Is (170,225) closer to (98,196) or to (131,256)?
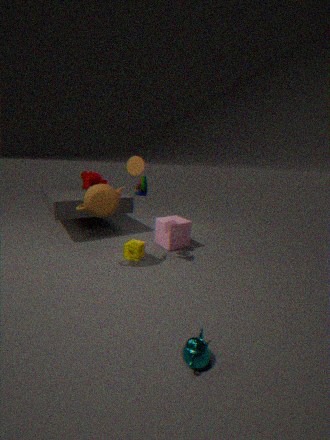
(131,256)
